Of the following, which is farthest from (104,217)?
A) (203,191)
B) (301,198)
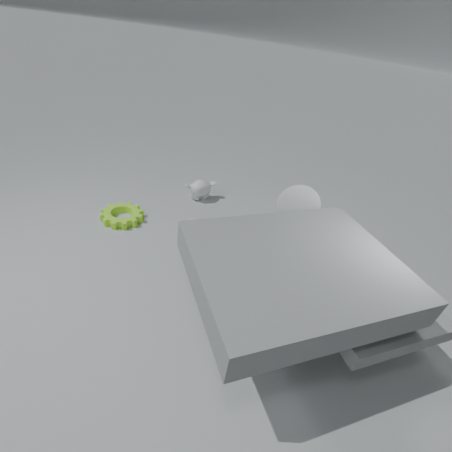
(301,198)
